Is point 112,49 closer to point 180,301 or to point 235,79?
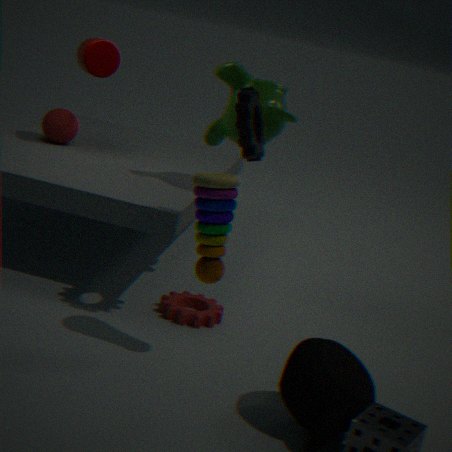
point 235,79
